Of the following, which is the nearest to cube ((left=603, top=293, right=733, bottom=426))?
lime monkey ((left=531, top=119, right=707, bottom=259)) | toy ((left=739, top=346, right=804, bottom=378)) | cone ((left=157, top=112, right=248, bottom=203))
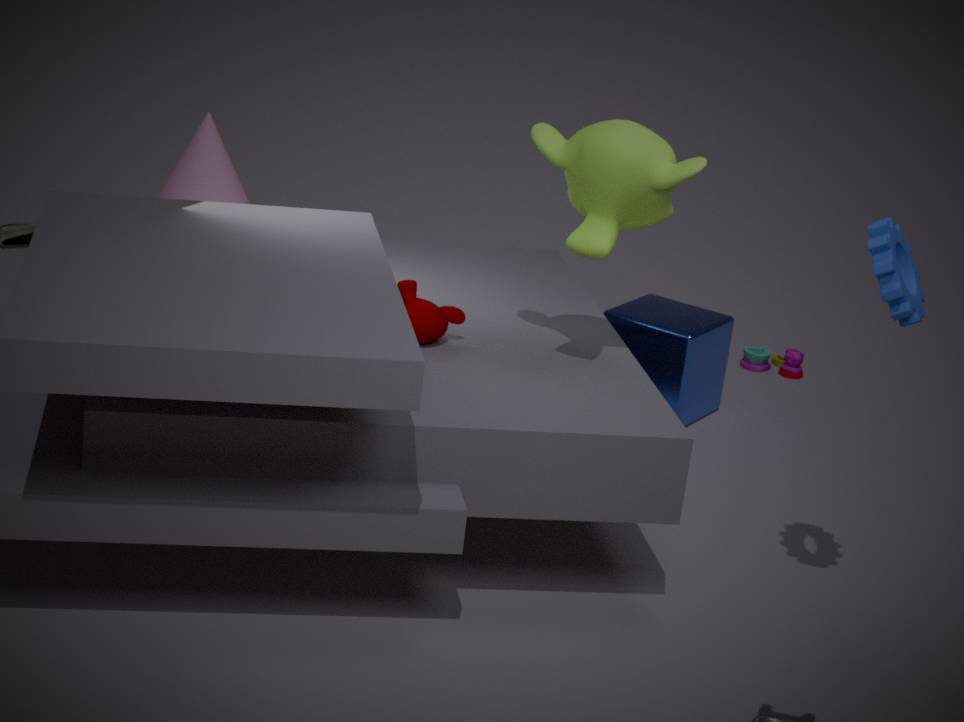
toy ((left=739, top=346, right=804, bottom=378))
